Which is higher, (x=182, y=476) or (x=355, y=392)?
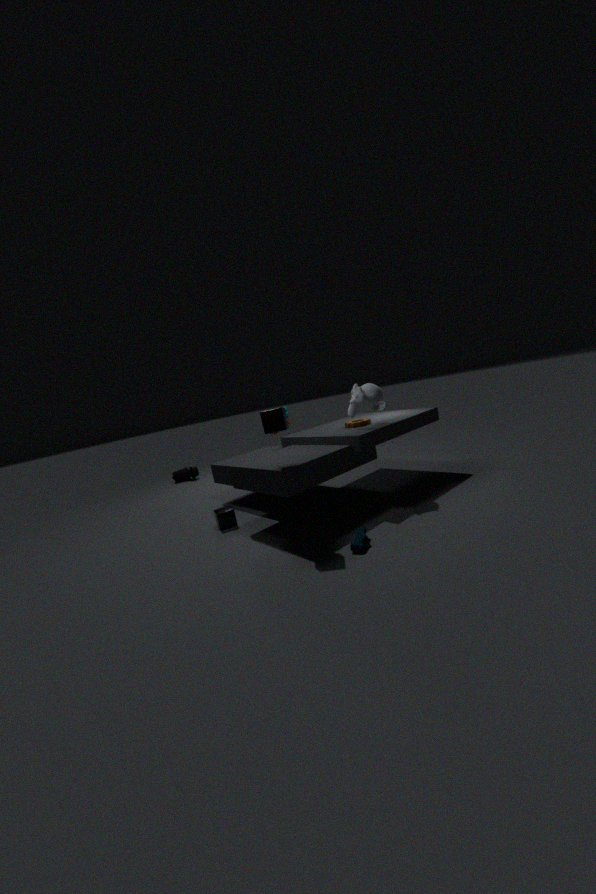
(x=355, y=392)
